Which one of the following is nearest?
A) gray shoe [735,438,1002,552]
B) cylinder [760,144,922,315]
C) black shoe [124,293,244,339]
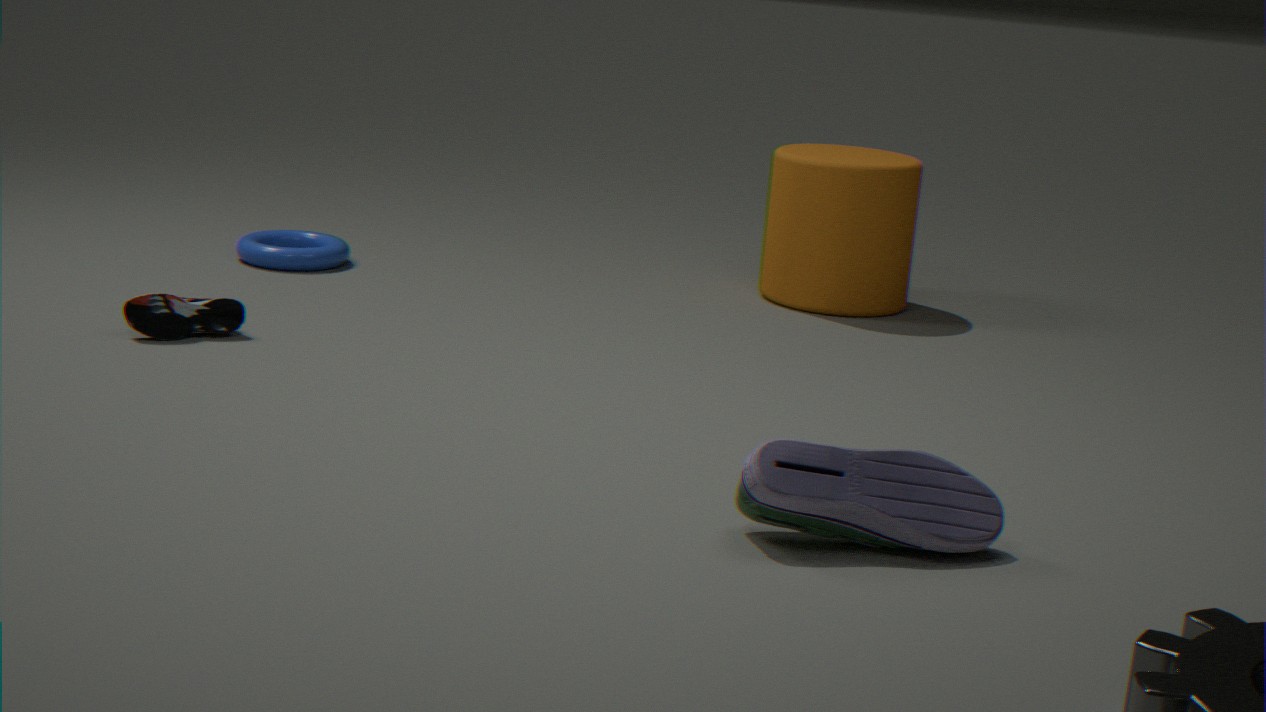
gray shoe [735,438,1002,552]
